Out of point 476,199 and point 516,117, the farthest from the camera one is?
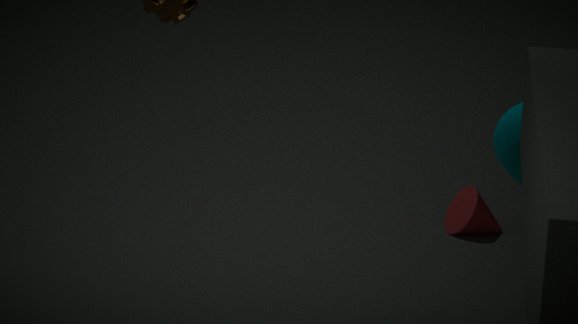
point 476,199
